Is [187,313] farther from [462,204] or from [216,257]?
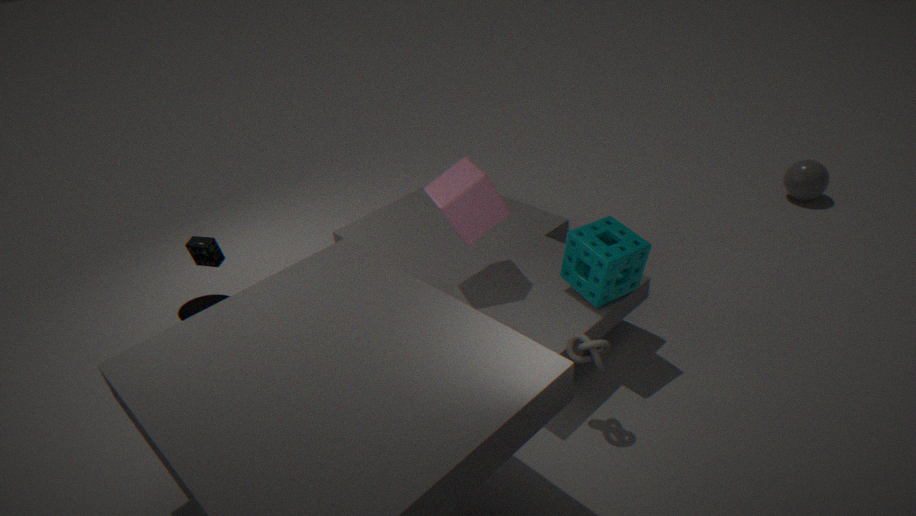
[462,204]
